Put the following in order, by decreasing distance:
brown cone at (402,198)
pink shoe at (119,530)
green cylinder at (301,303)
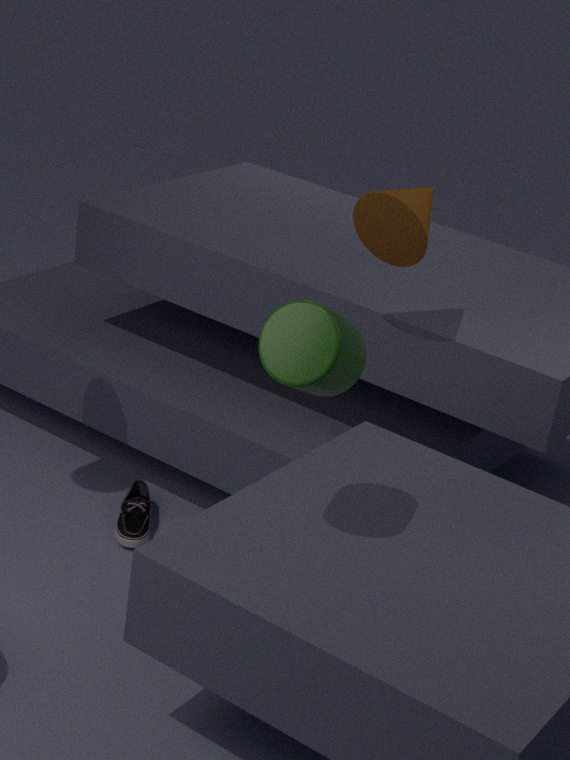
pink shoe at (119,530) → brown cone at (402,198) → green cylinder at (301,303)
